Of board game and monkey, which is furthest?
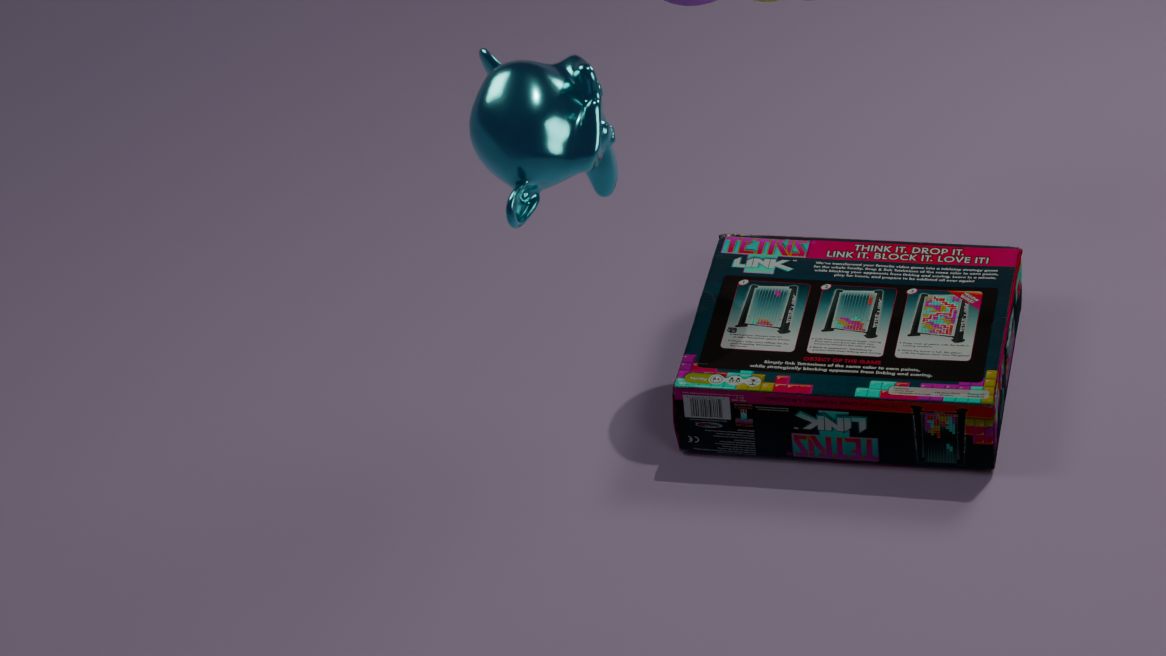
board game
